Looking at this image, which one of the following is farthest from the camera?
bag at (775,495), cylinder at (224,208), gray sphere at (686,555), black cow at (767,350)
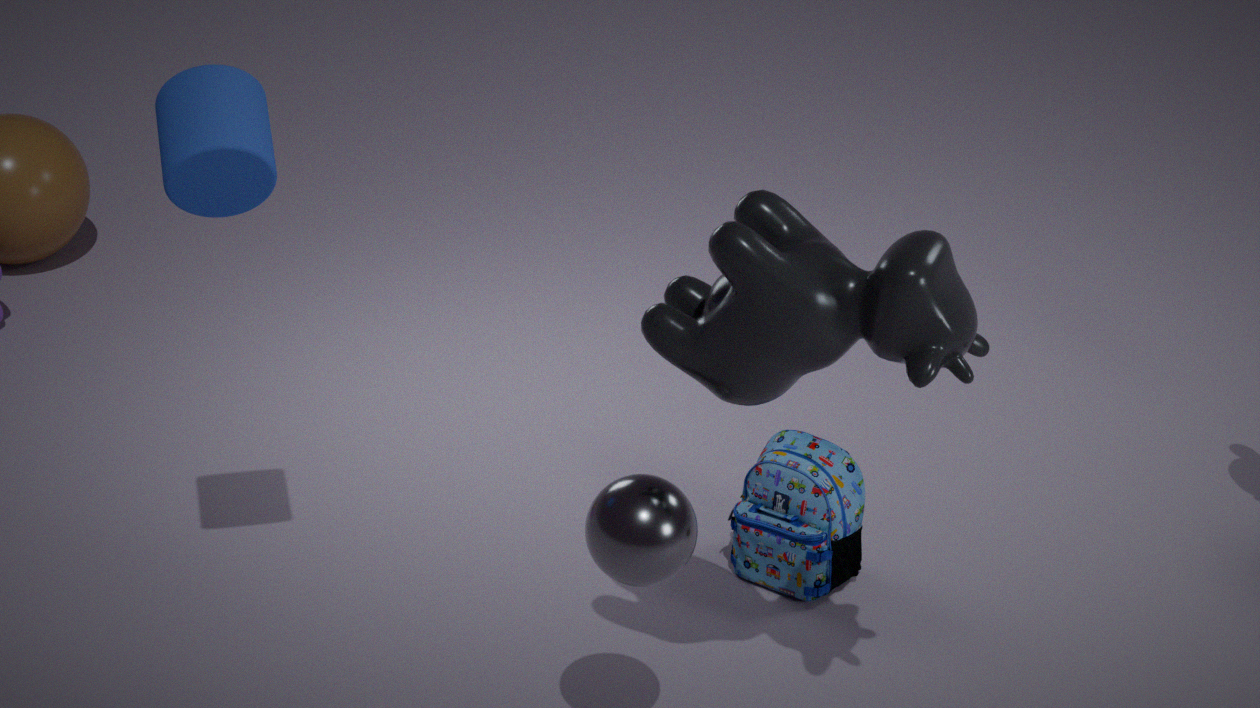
bag at (775,495)
